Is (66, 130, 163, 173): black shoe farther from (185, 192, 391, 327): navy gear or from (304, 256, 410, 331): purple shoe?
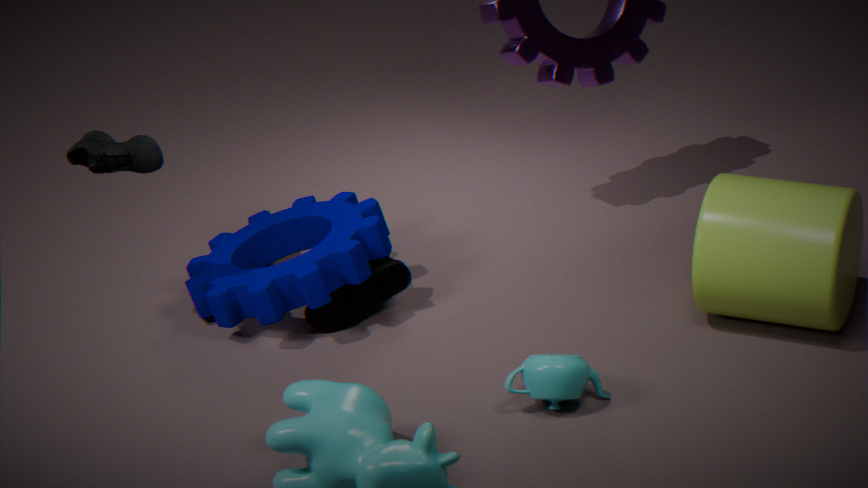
(304, 256, 410, 331): purple shoe
